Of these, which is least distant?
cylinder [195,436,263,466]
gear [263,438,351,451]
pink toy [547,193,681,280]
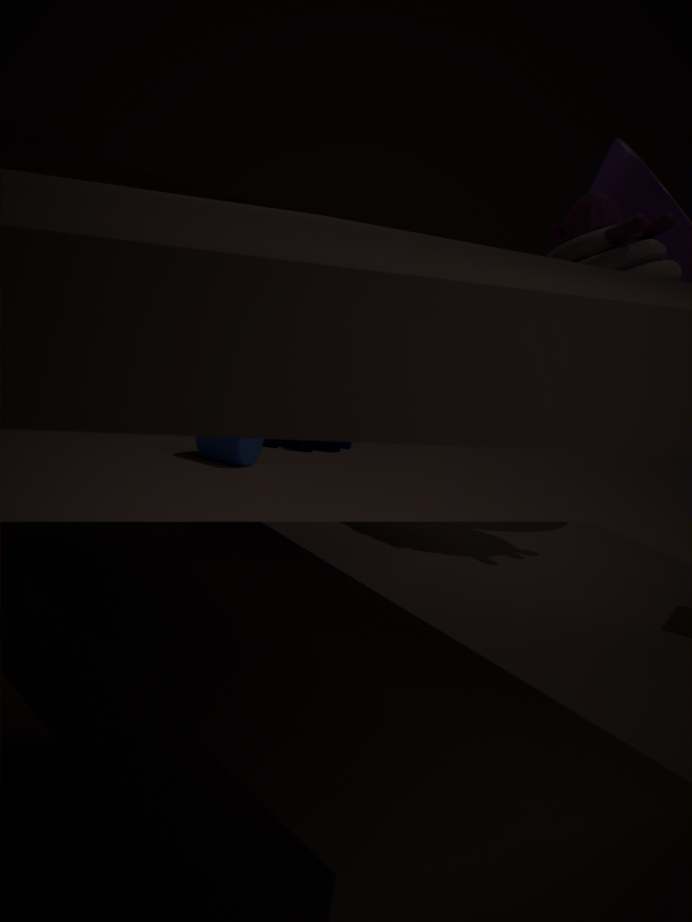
pink toy [547,193,681,280]
